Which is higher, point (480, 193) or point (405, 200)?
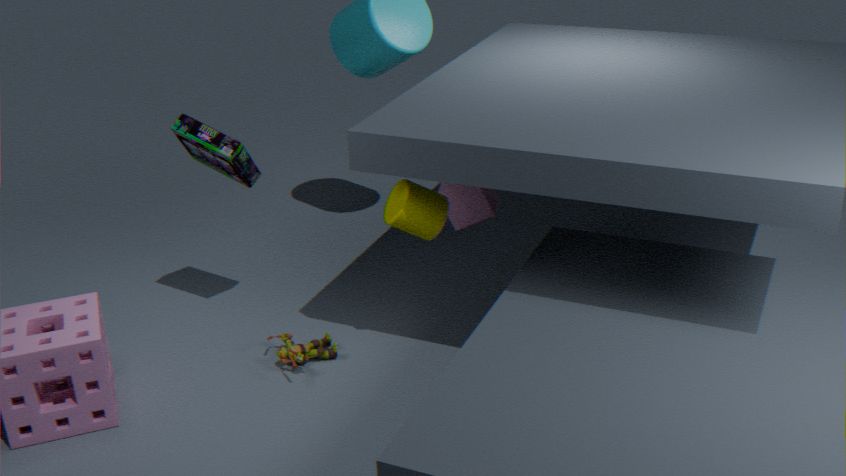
point (405, 200)
